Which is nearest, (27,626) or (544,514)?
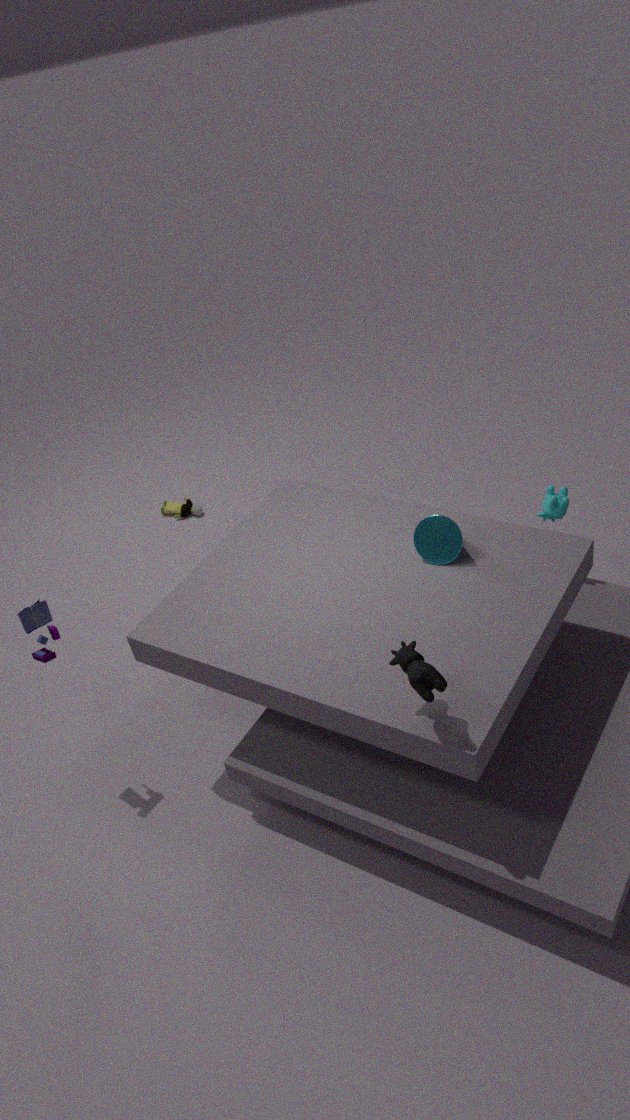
(27,626)
